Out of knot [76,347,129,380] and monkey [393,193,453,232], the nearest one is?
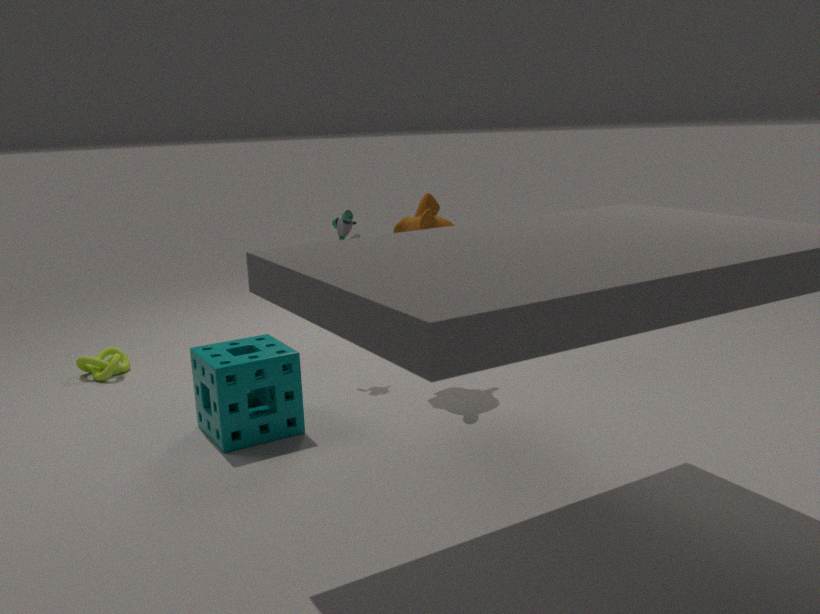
monkey [393,193,453,232]
